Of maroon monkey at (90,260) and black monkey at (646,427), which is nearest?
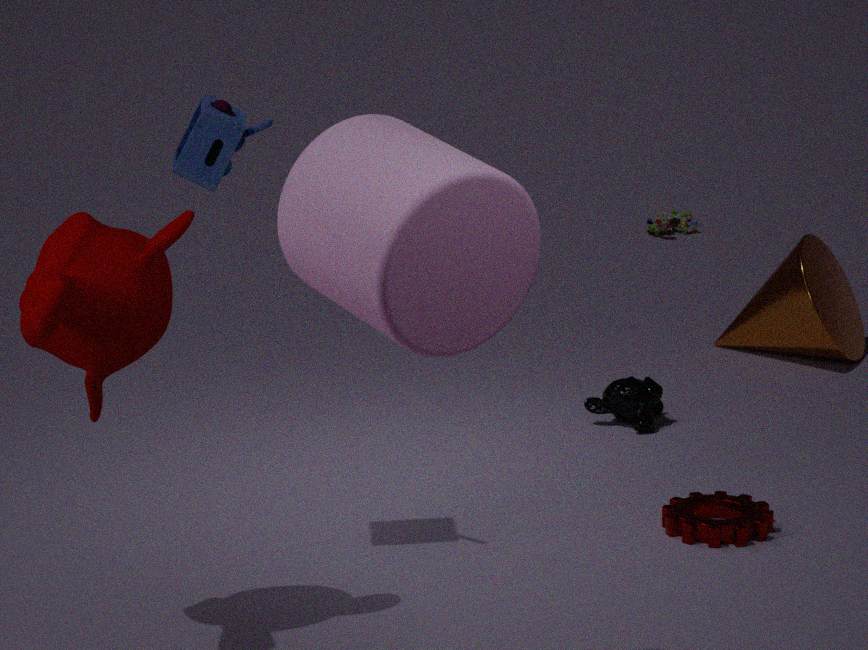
maroon monkey at (90,260)
